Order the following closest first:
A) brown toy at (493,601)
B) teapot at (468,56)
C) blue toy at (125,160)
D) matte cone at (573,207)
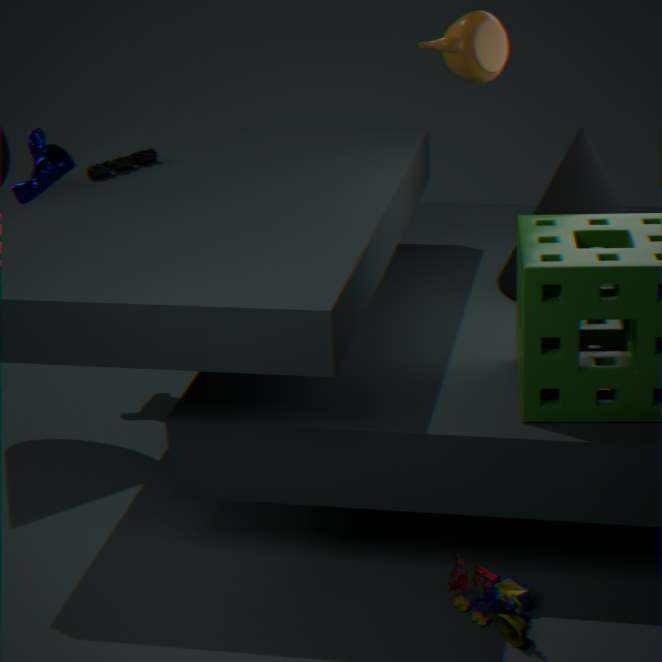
brown toy at (493,601) → teapot at (468,56) → matte cone at (573,207) → blue toy at (125,160)
